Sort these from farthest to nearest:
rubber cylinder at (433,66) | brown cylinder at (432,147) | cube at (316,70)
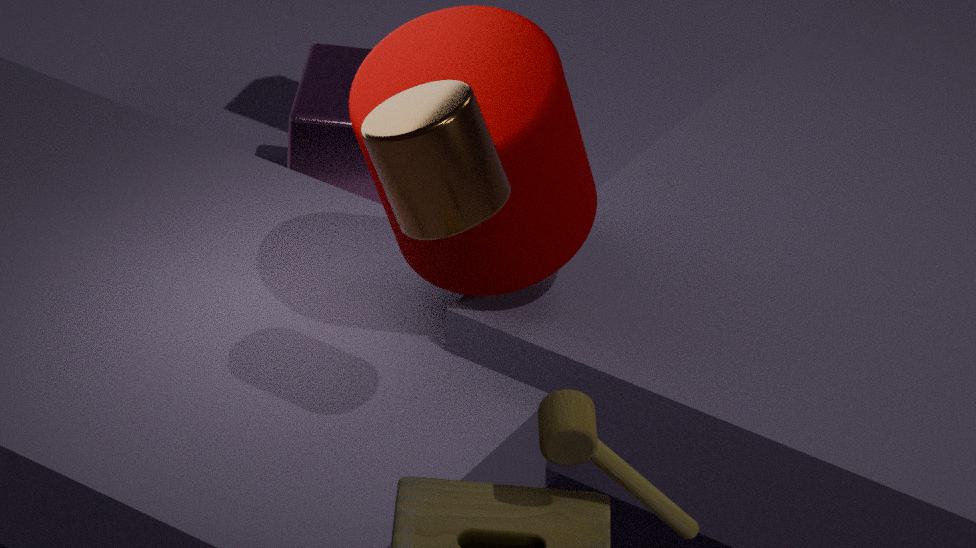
cube at (316,70) < rubber cylinder at (433,66) < brown cylinder at (432,147)
